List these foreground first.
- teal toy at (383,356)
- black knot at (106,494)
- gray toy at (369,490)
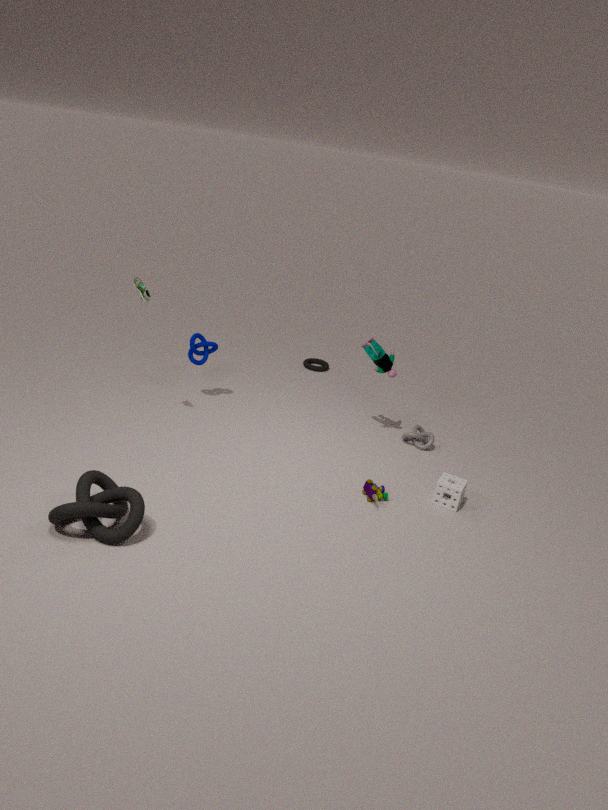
1. black knot at (106,494)
2. gray toy at (369,490)
3. teal toy at (383,356)
